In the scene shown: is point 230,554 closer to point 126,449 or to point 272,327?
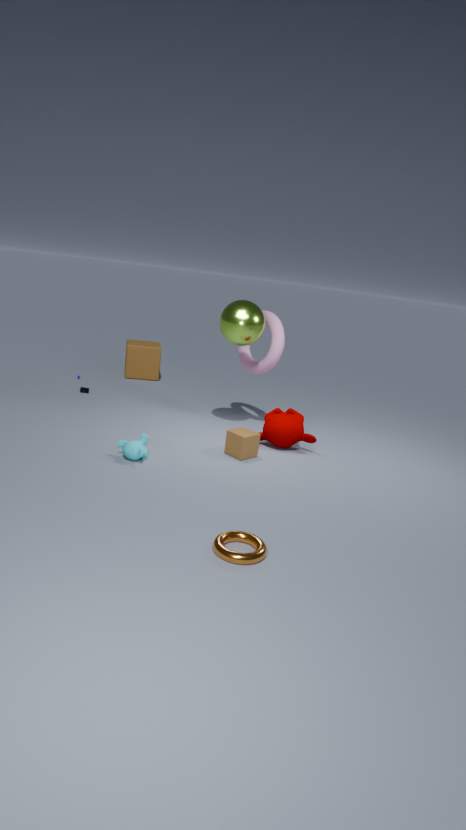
point 126,449
